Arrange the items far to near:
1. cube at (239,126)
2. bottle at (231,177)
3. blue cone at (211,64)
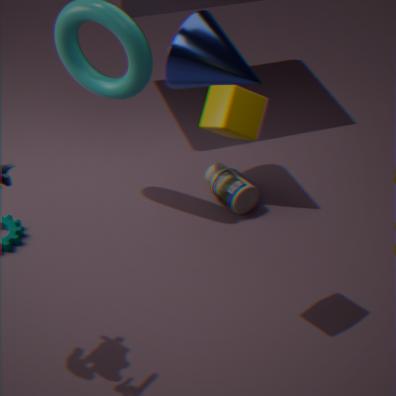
1. bottle at (231,177)
2. blue cone at (211,64)
3. cube at (239,126)
